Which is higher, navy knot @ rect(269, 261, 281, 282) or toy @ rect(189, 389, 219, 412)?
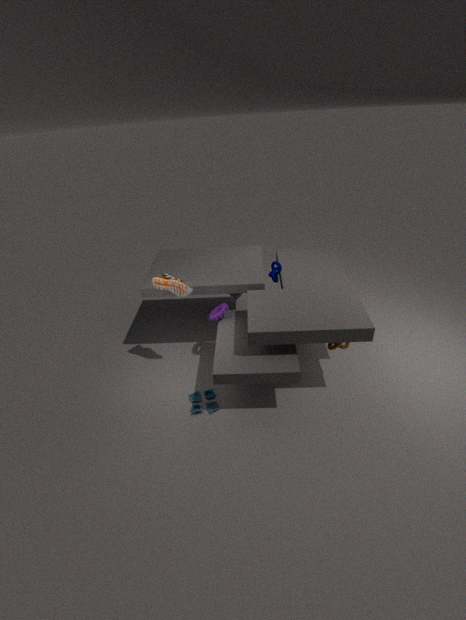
navy knot @ rect(269, 261, 281, 282)
